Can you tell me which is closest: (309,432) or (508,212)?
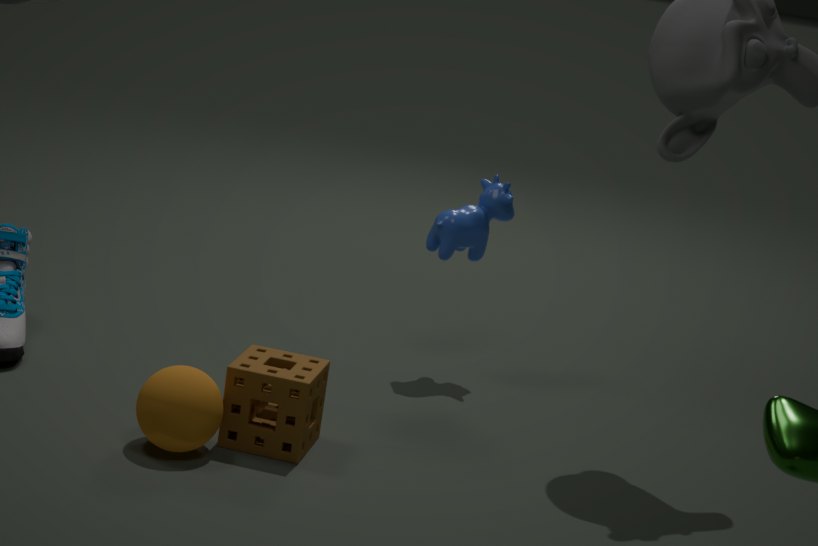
(309,432)
